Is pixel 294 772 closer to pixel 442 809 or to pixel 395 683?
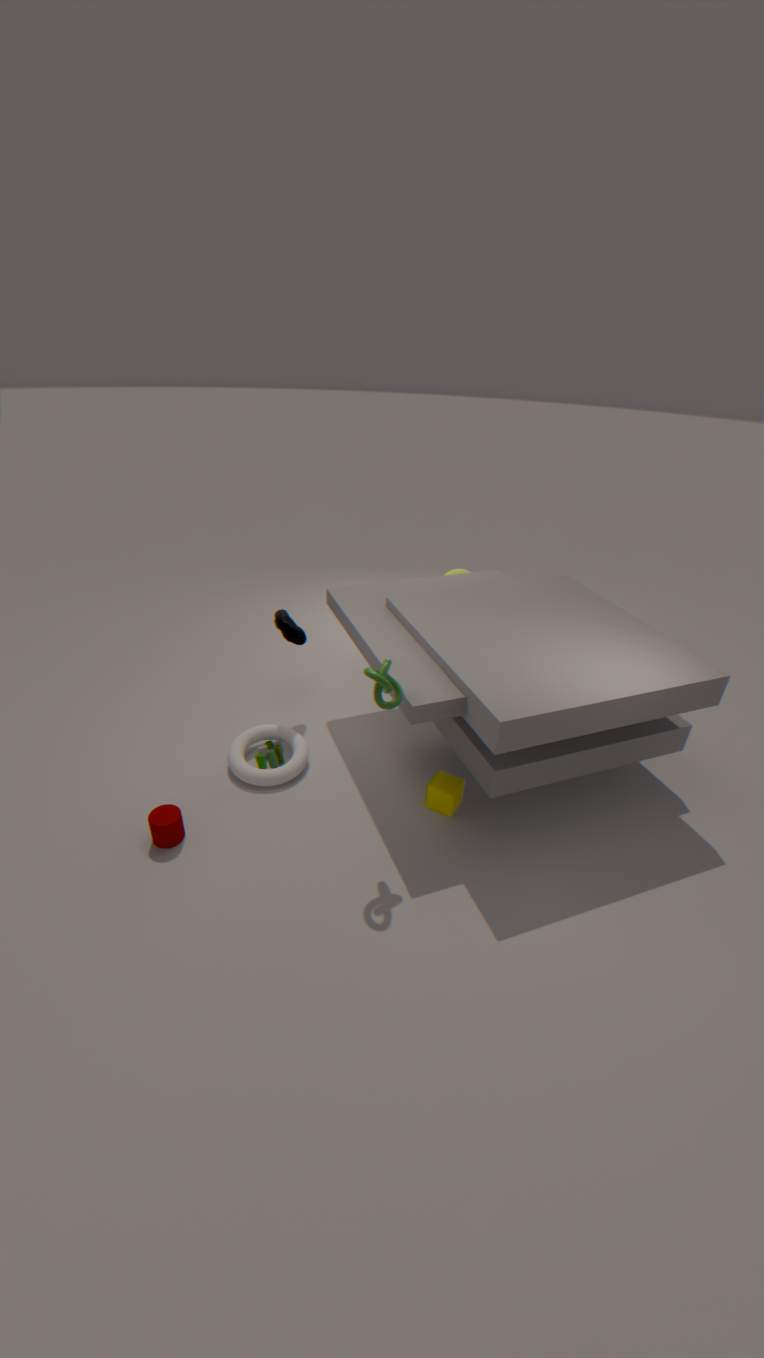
pixel 442 809
